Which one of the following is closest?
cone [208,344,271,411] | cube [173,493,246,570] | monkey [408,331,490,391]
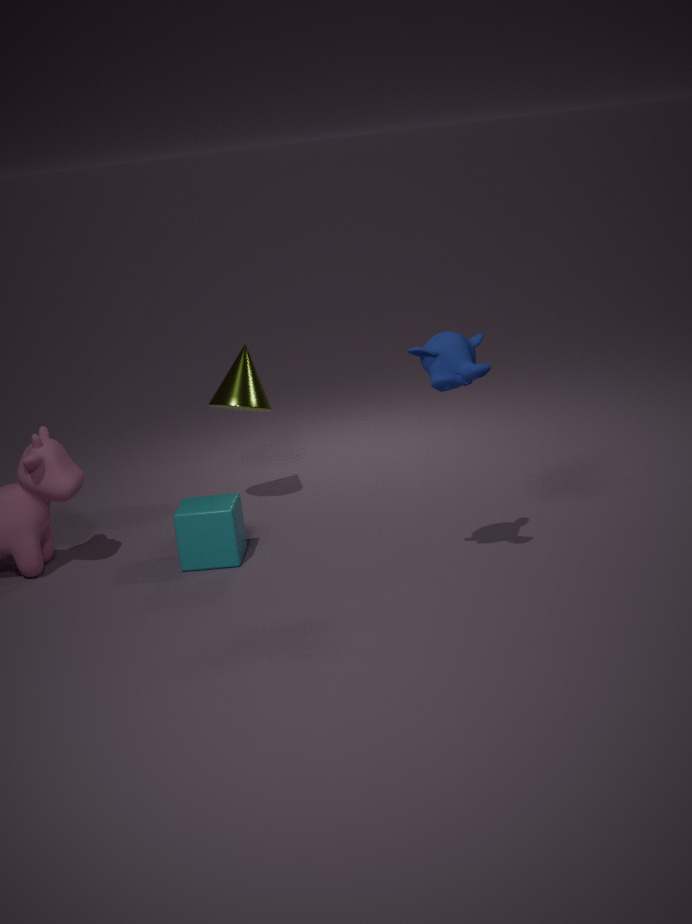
monkey [408,331,490,391]
